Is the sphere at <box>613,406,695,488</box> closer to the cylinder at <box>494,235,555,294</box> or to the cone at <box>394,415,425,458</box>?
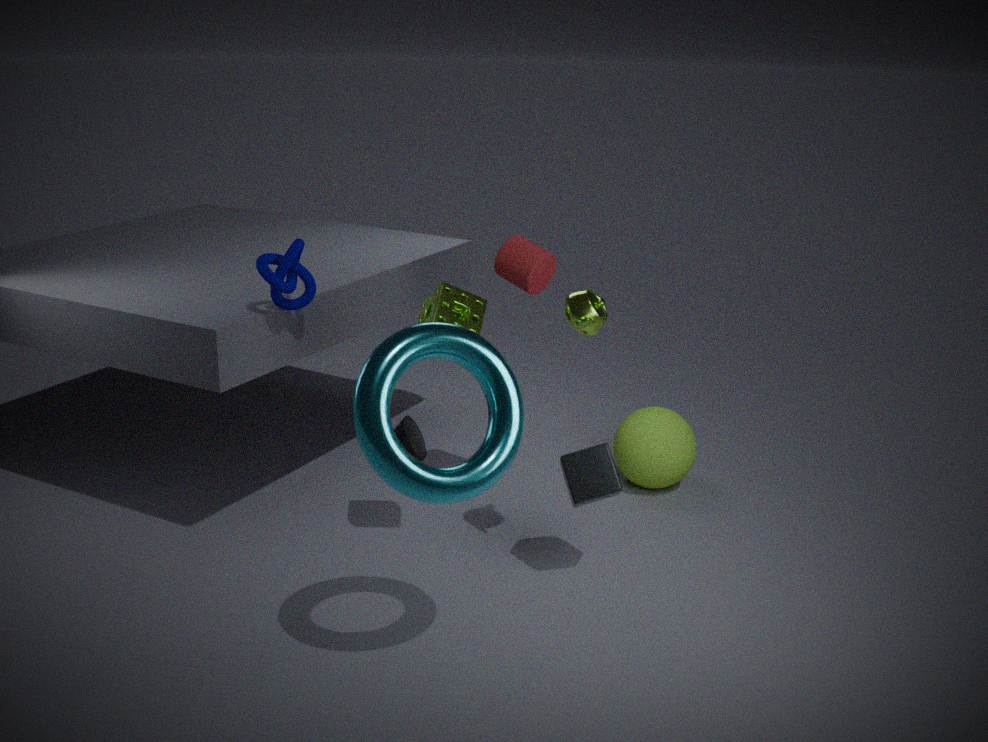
the cylinder at <box>494,235,555,294</box>
